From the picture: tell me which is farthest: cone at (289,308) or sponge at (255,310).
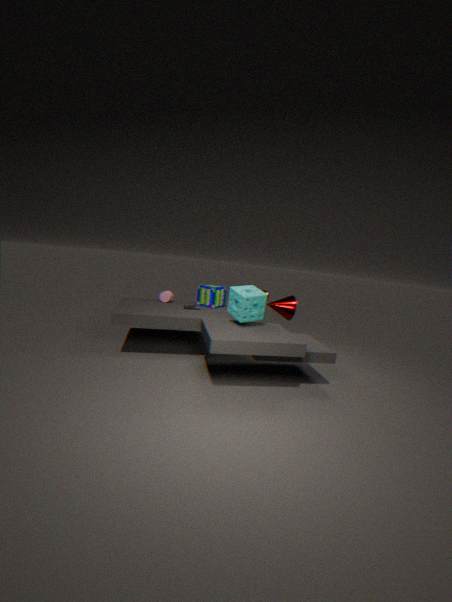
cone at (289,308)
